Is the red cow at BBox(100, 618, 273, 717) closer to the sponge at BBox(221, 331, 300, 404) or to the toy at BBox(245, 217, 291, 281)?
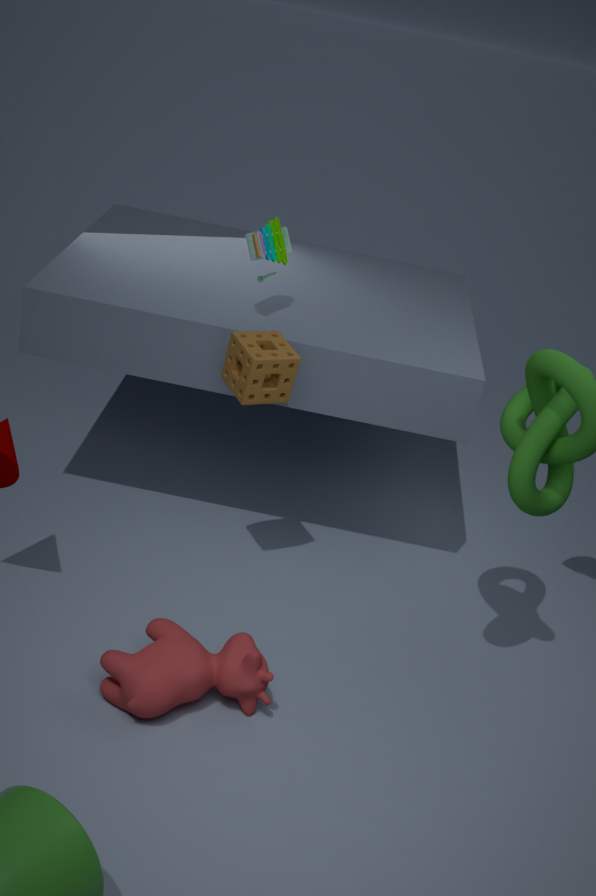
the sponge at BBox(221, 331, 300, 404)
